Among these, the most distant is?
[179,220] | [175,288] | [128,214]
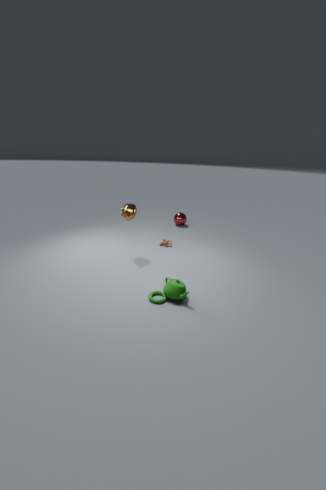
[179,220]
